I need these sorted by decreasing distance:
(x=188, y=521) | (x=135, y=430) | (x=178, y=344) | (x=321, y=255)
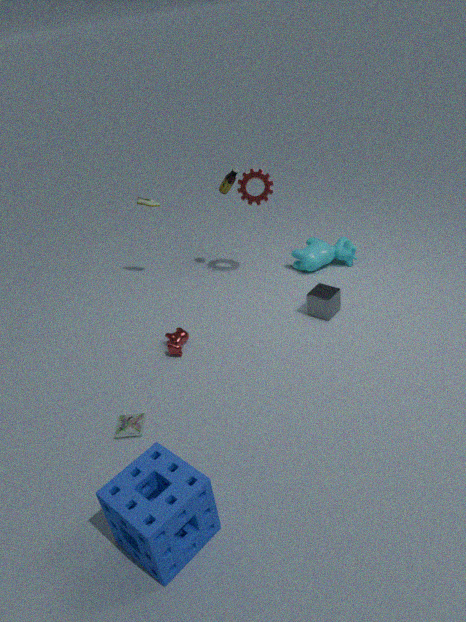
(x=321, y=255), (x=178, y=344), (x=135, y=430), (x=188, y=521)
